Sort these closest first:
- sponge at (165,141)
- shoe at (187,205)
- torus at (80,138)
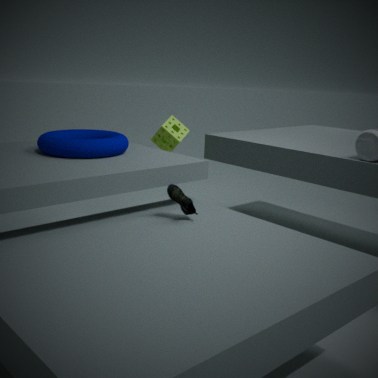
1. shoe at (187,205)
2. torus at (80,138)
3. sponge at (165,141)
